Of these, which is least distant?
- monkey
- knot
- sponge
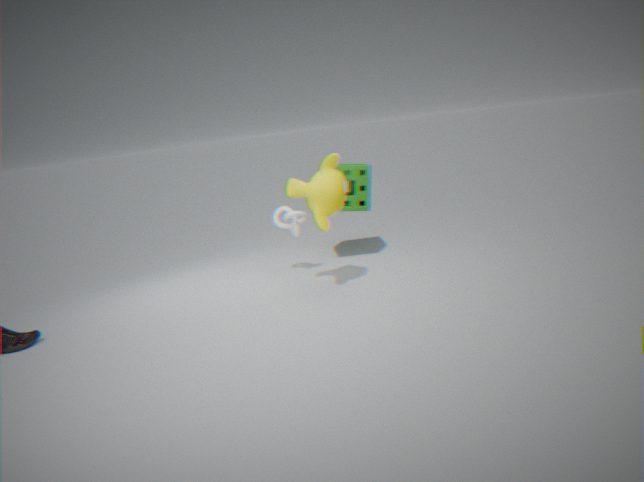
monkey
